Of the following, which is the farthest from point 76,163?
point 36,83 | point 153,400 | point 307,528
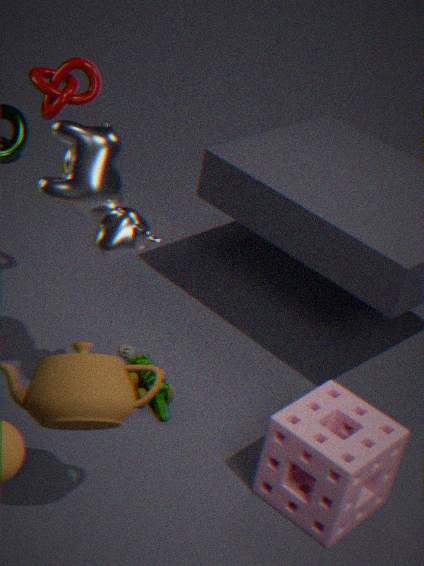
point 307,528
